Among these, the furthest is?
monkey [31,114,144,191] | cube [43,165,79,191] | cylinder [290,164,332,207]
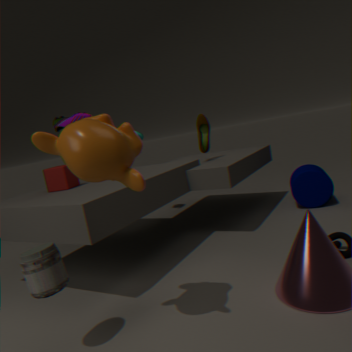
cylinder [290,164,332,207]
